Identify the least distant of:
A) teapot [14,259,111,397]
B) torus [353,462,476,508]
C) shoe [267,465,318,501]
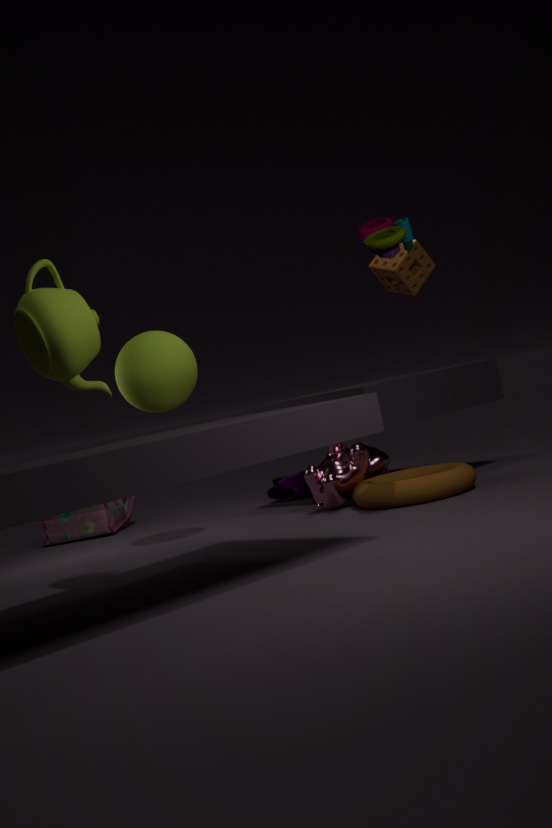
teapot [14,259,111,397]
